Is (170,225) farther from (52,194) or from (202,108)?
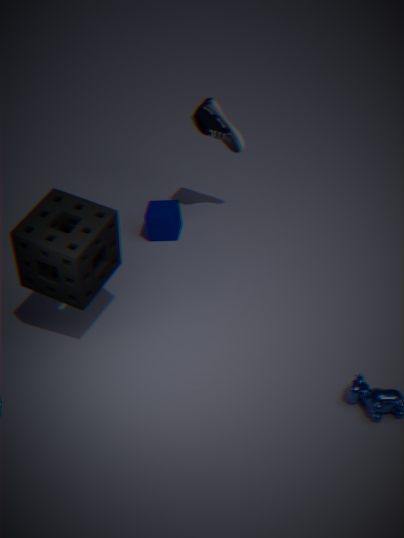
(52,194)
